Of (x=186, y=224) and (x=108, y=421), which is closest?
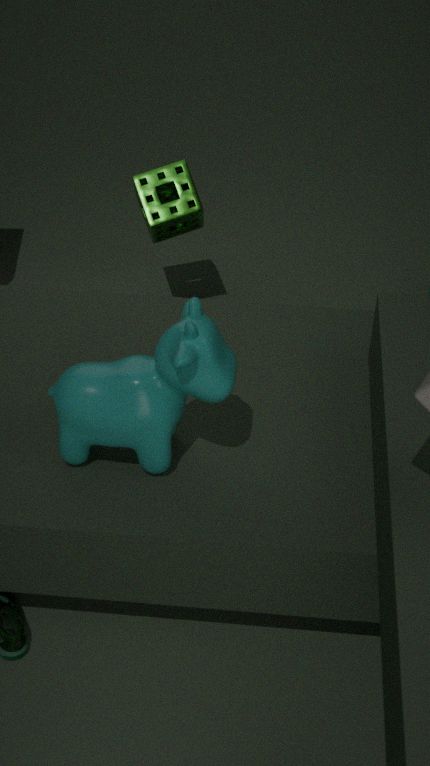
(x=108, y=421)
